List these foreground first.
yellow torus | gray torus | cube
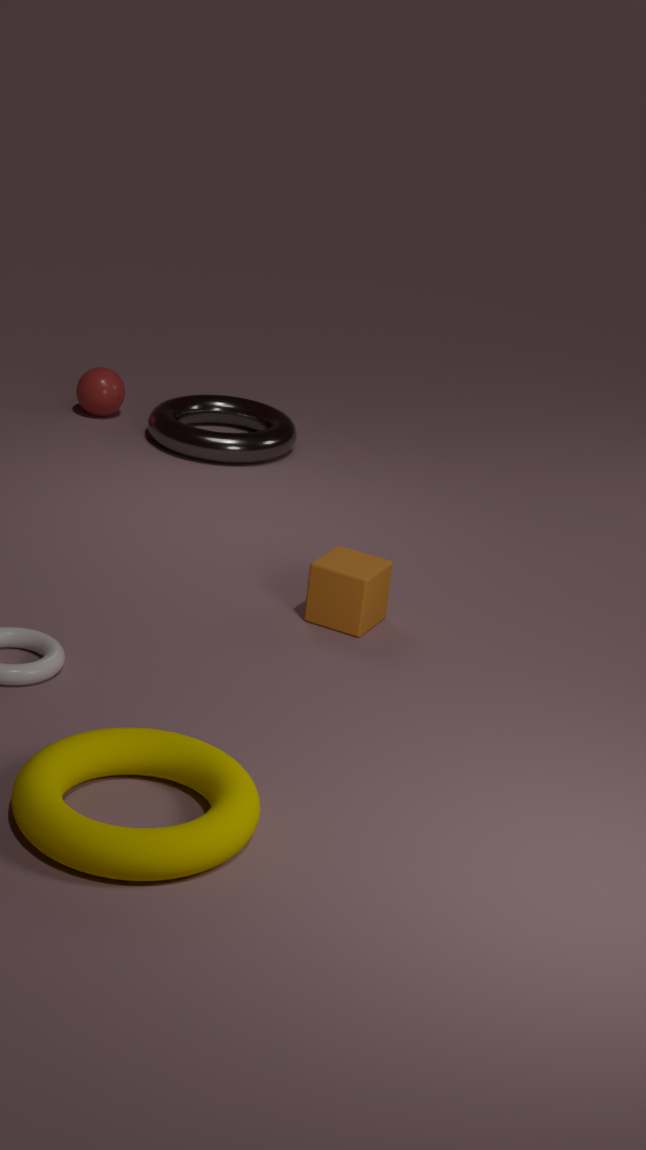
1. yellow torus
2. cube
3. gray torus
